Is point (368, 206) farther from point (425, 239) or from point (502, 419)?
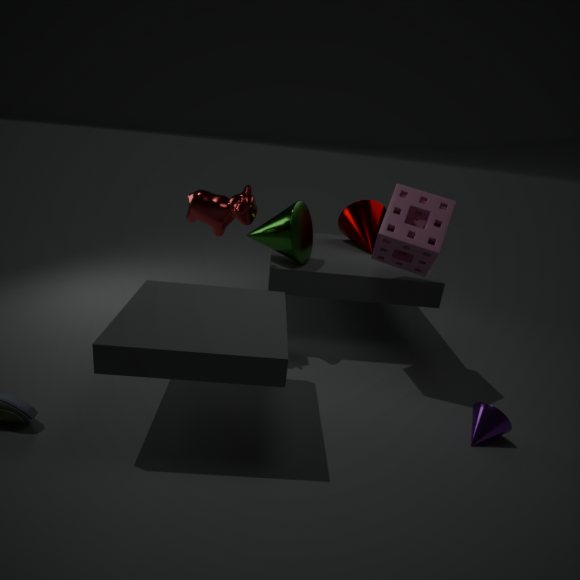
point (502, 419)
